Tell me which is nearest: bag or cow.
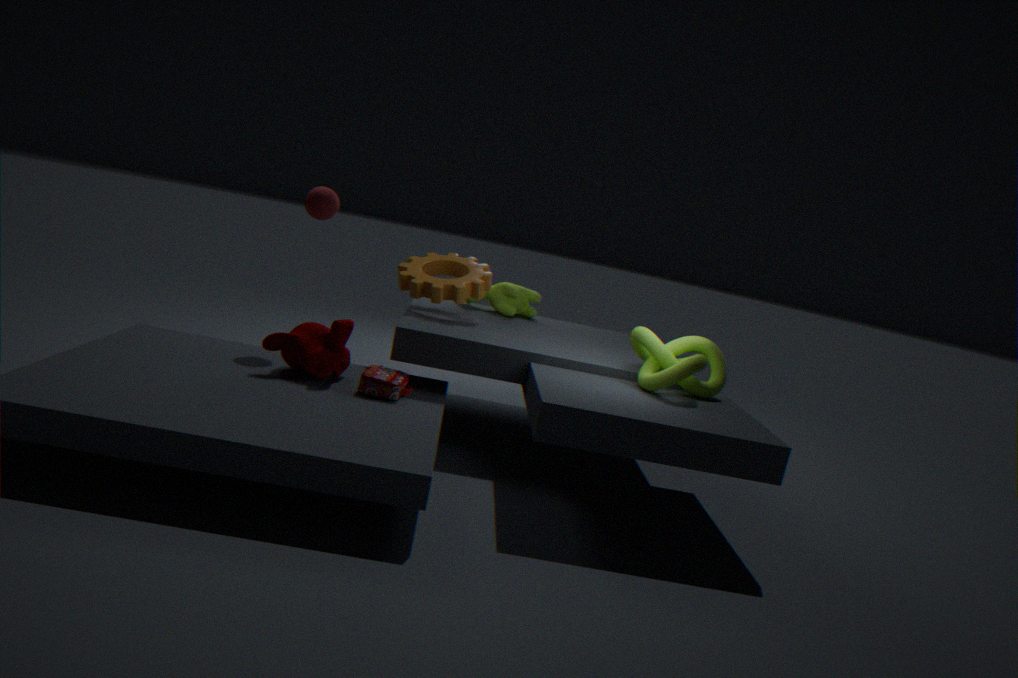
bag
